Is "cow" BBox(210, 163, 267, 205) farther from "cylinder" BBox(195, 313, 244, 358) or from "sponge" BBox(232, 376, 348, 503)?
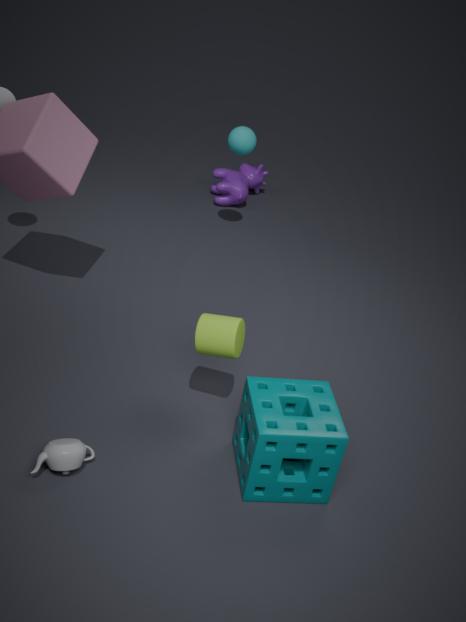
"sponge" BBox(232, 376, 348, 503)
